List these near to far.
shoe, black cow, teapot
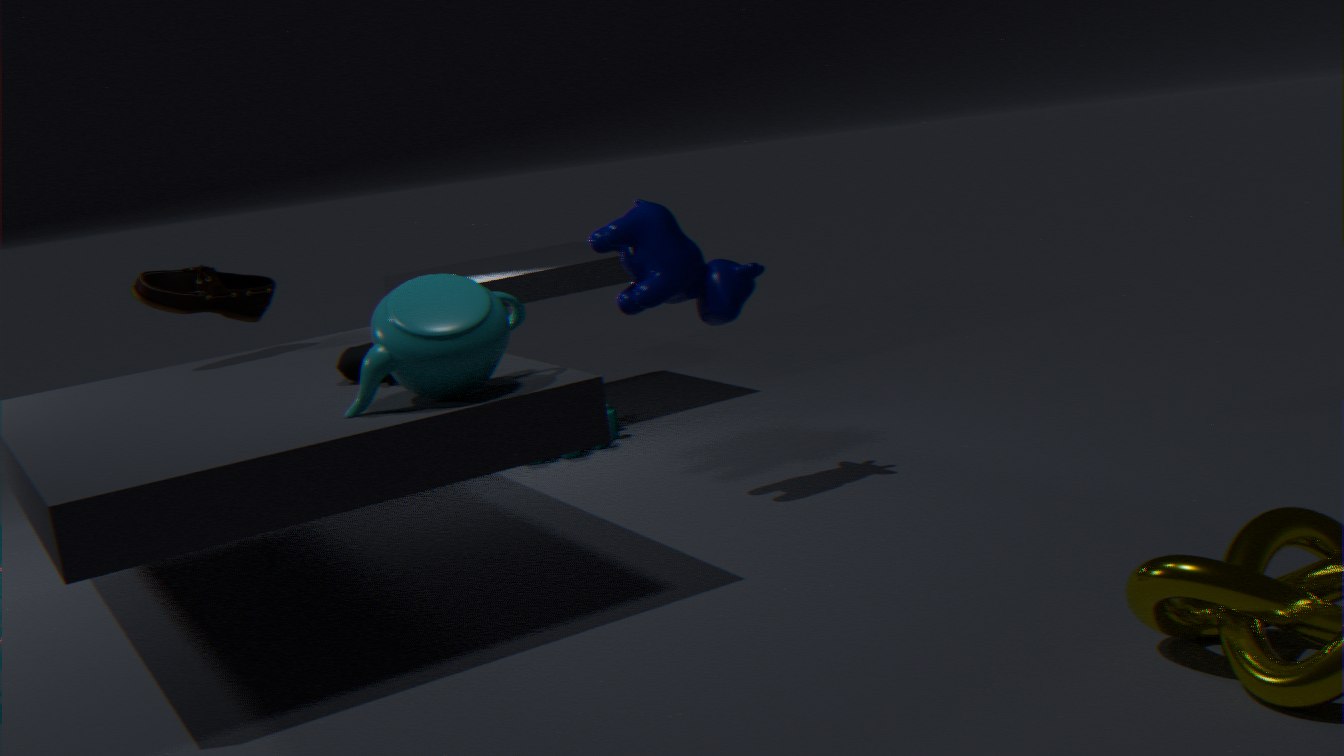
teapot, black cow, shoe
